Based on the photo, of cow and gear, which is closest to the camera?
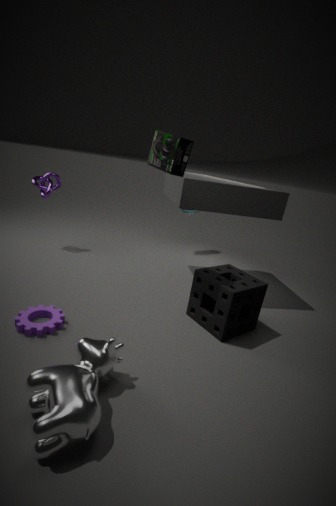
cow
